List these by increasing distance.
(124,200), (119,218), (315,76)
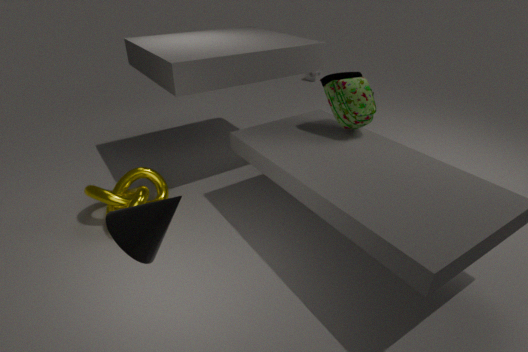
(119,218) < (124,200) < (315,76)
